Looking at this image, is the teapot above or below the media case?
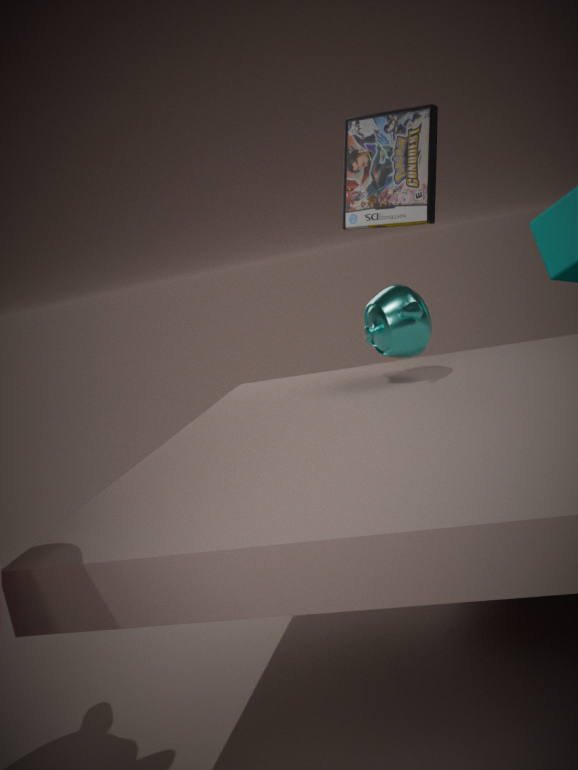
below
